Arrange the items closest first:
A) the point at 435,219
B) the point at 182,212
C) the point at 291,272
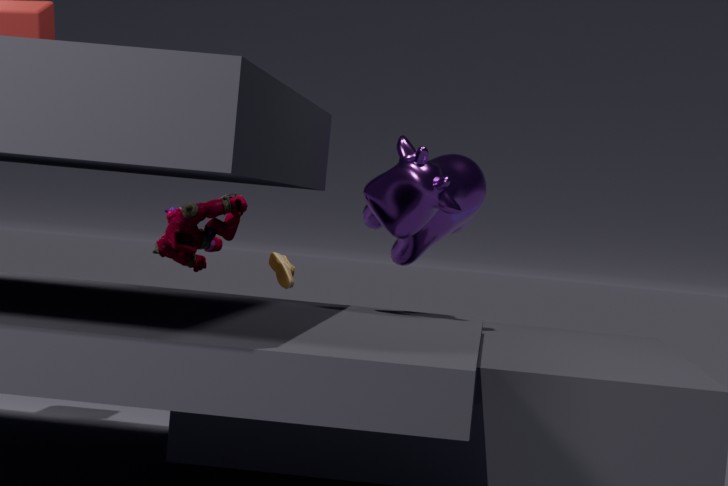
the point at 435,219 < the point at 182,212 < the point at 291,272
